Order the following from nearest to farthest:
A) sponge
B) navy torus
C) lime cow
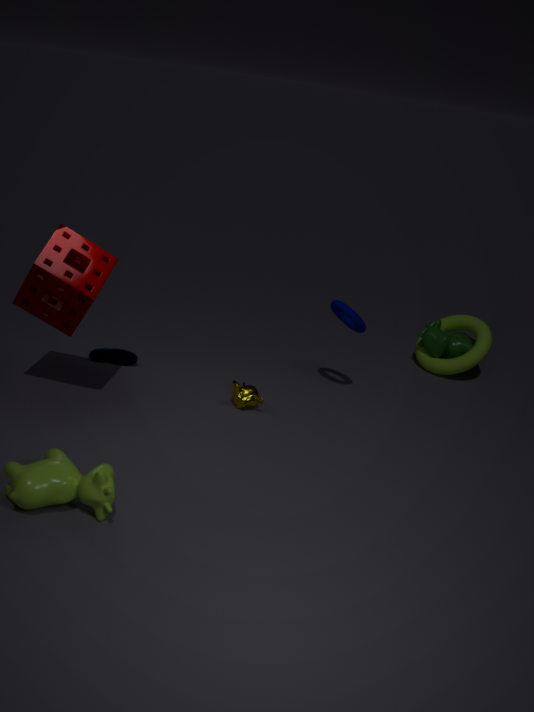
1. lime cow
2. sponge
3. navy torus
